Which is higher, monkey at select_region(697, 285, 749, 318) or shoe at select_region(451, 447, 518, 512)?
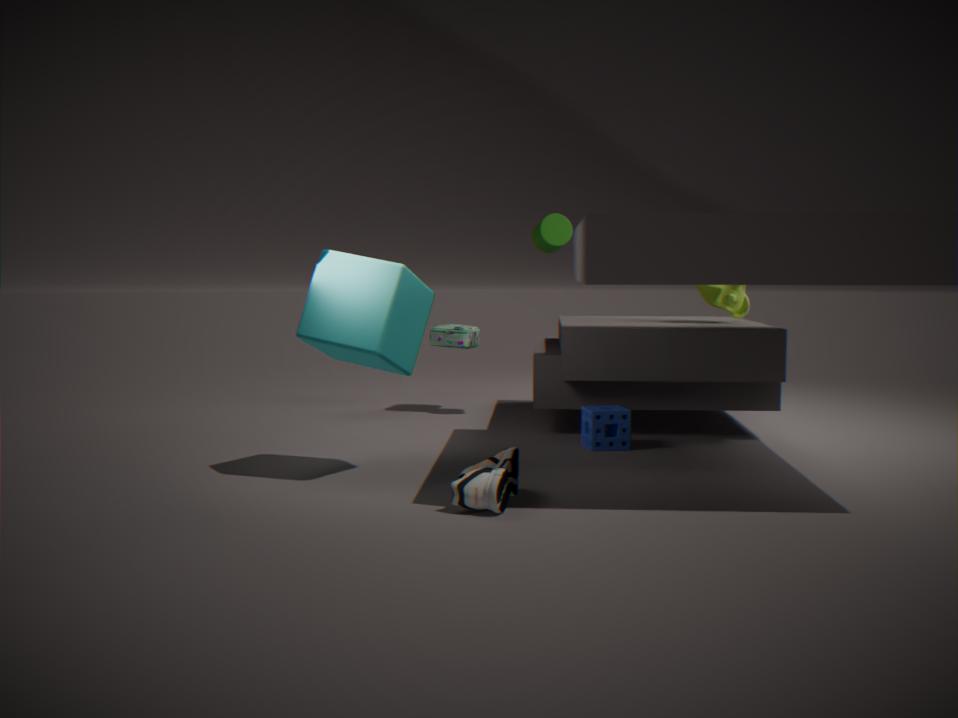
monkey at select_region(697, 285, 749, 318)
